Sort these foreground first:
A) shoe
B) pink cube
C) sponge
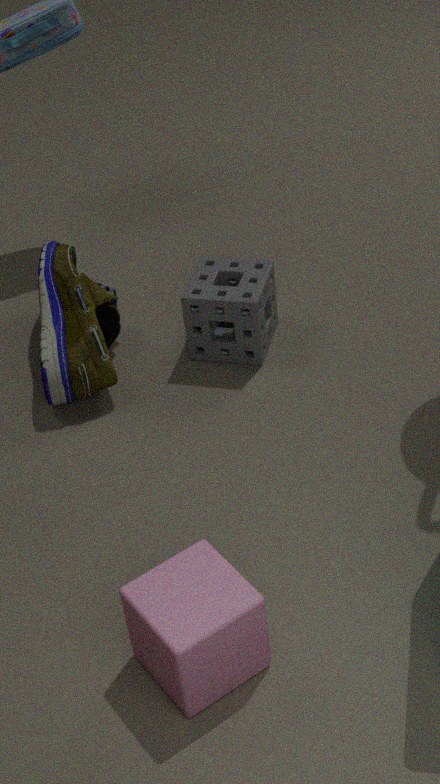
pink cube < shoe < sponge
